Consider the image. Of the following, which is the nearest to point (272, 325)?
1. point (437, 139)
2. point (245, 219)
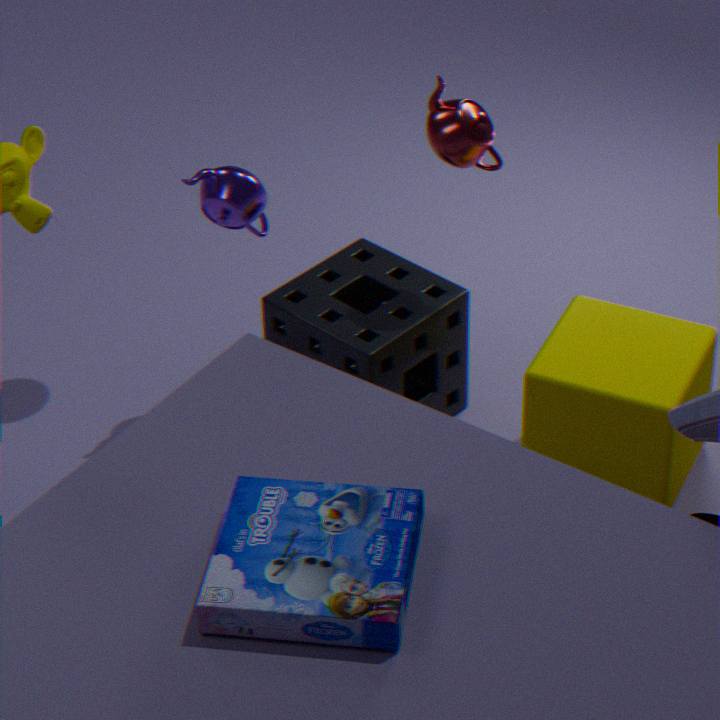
point (245, 219)
